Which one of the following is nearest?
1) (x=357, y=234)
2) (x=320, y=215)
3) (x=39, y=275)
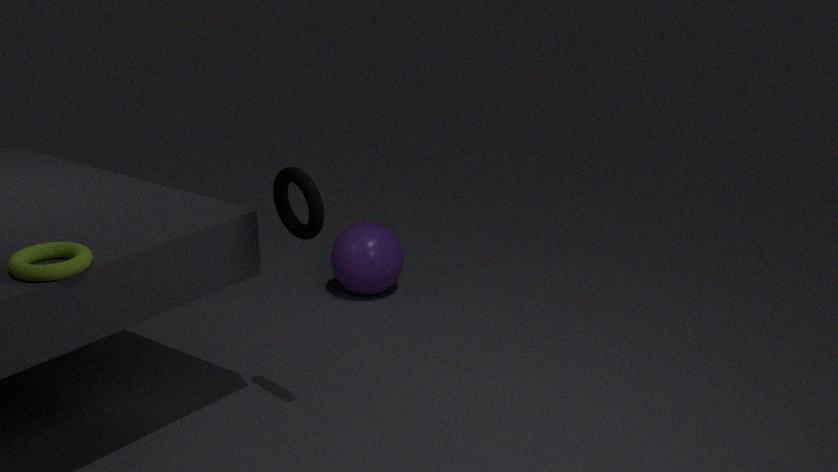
3. (x=39, y=275)
